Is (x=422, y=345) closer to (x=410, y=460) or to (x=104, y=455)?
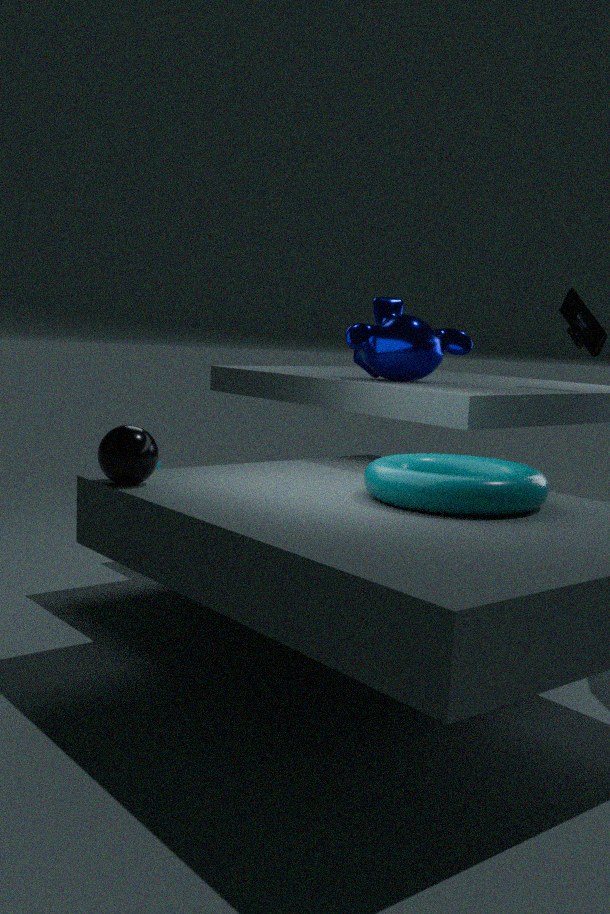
(x=410, y=460)
